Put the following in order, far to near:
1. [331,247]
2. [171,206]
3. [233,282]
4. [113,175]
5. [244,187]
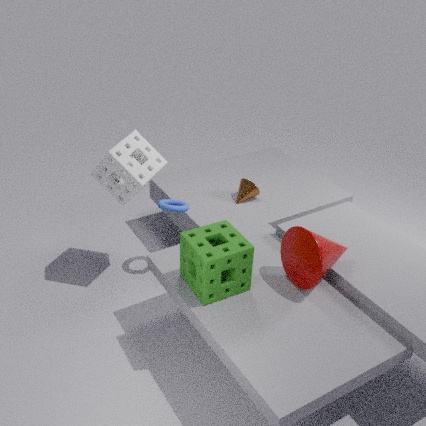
1. [244,187]
2. [171,206]
3. [113,175]
4. [331,247]
5. [233,282]
